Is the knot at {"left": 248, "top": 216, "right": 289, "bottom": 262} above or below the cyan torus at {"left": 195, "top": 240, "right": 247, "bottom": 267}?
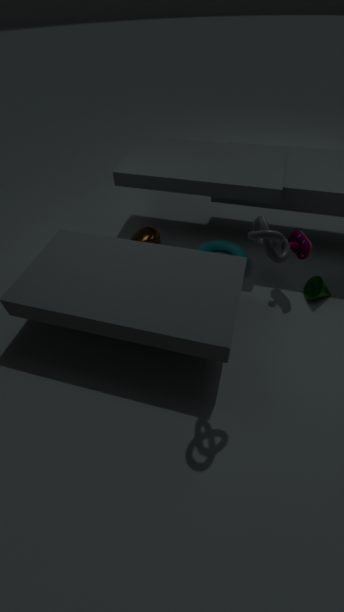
above
